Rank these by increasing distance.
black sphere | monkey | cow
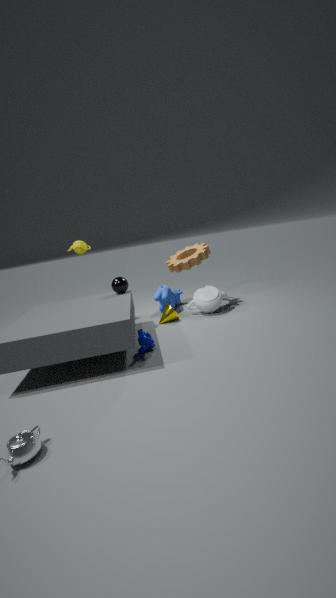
monkey
black sphere
cow
